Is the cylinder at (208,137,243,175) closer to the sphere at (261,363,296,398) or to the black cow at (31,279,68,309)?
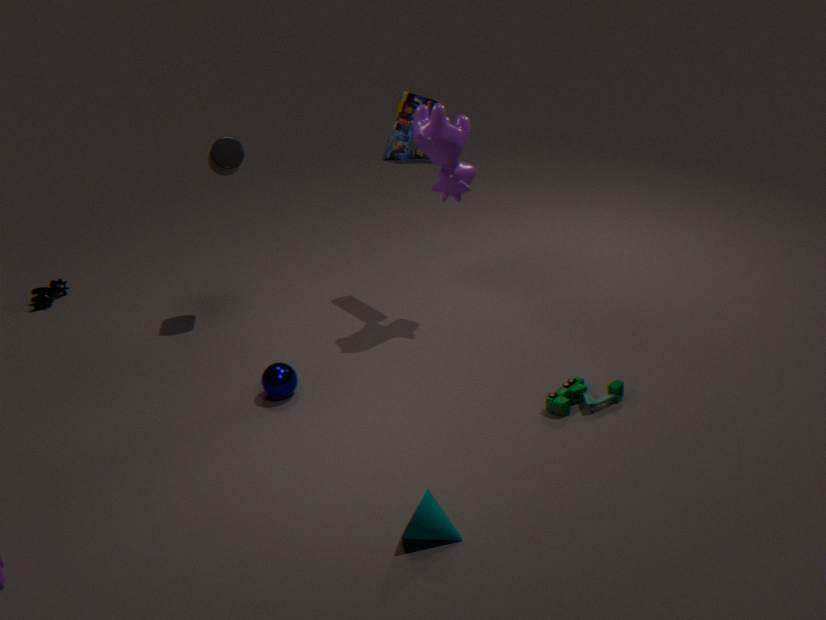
the sphere at (261,363,296,398)
